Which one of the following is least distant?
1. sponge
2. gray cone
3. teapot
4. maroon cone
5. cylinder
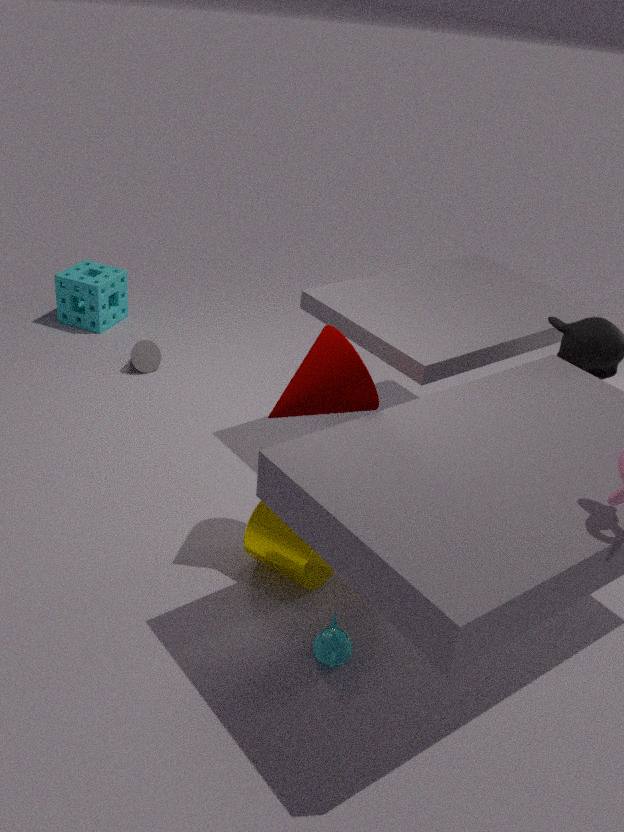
teapot
